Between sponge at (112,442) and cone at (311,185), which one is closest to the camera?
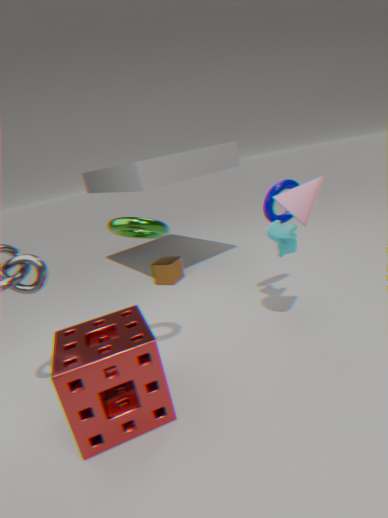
sponge at (112,442)
